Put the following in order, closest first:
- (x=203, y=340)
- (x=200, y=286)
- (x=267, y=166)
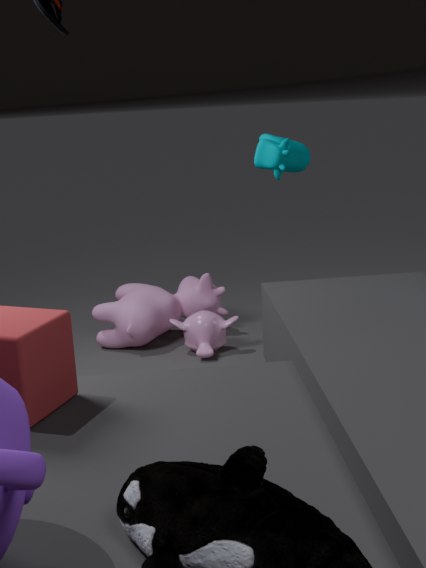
(x=267, y=166), (x=203, y=340), (x=200, y=286)
